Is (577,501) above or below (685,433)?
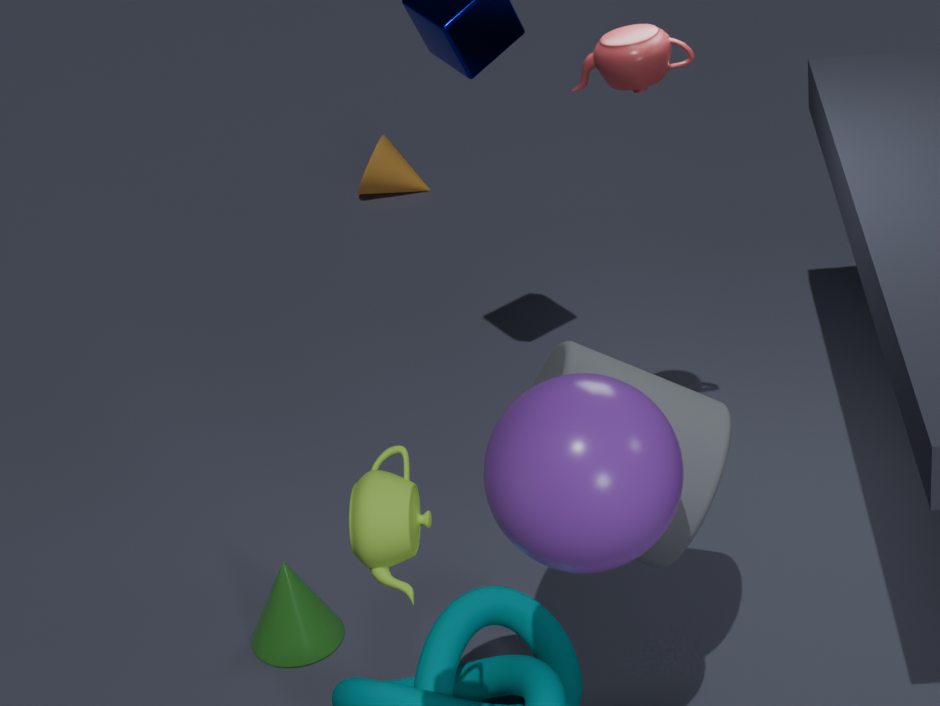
above
